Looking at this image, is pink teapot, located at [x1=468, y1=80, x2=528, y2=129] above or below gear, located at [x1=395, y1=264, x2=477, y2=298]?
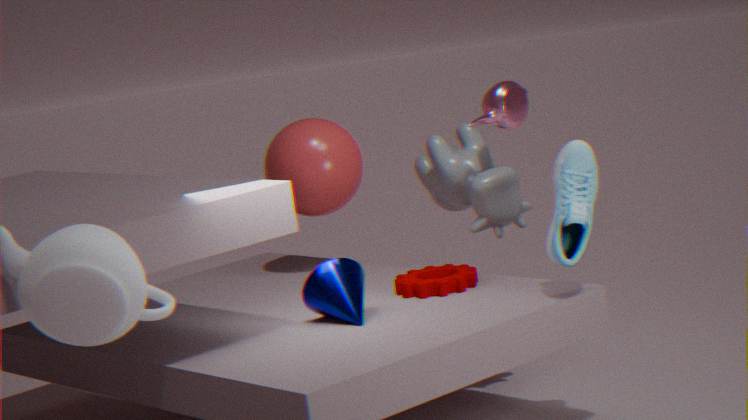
above
